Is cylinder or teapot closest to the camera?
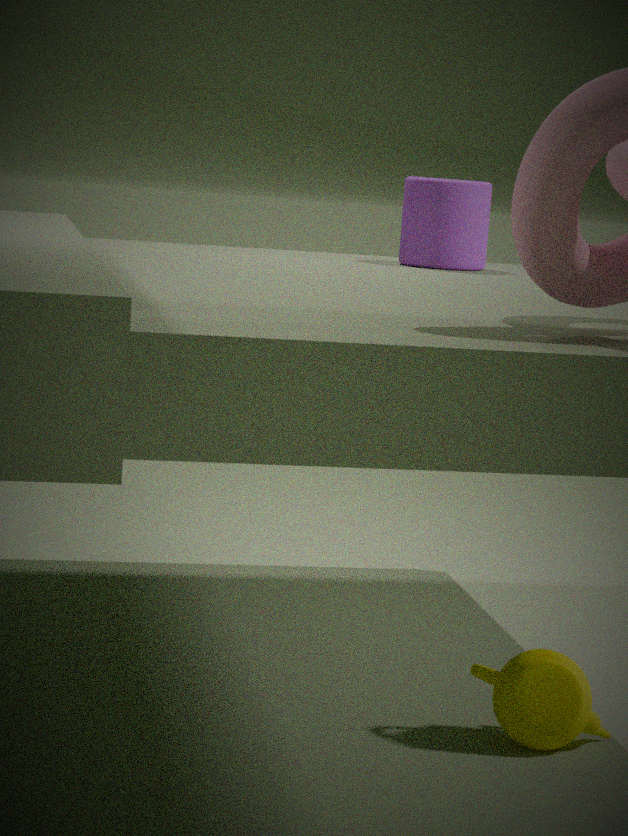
teapot
